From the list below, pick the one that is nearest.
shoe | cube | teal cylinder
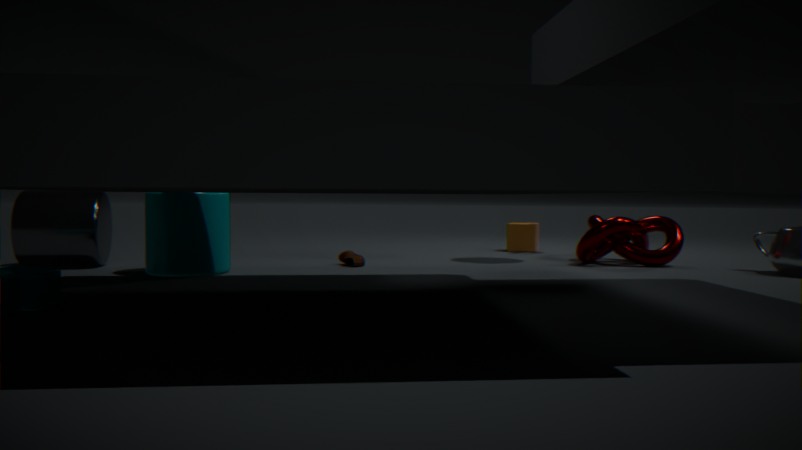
teal cylinder
